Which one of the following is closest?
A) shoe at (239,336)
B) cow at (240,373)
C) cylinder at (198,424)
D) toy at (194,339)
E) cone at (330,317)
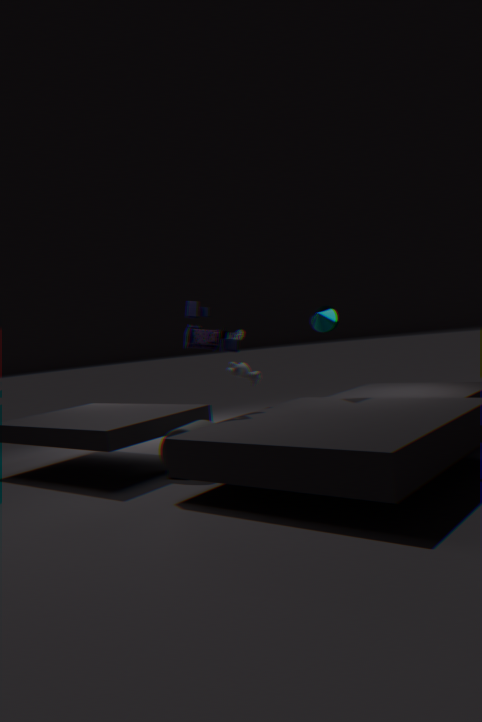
cylinder at (198,424)
